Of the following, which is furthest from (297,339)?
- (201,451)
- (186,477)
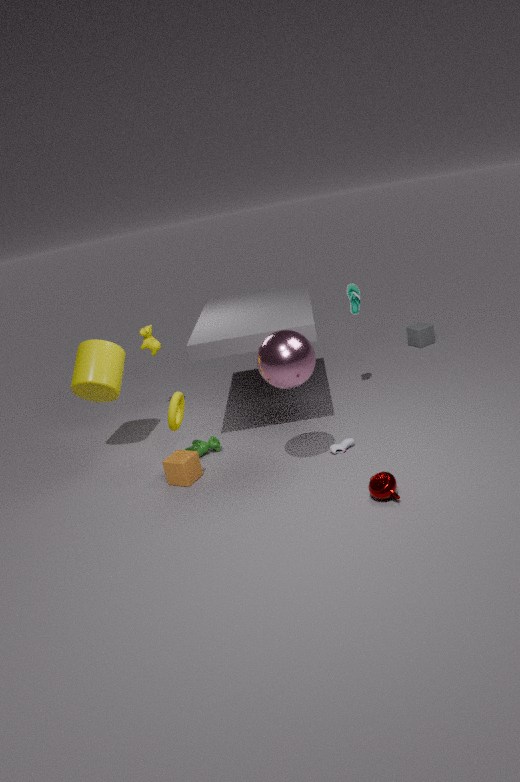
(201,451)
